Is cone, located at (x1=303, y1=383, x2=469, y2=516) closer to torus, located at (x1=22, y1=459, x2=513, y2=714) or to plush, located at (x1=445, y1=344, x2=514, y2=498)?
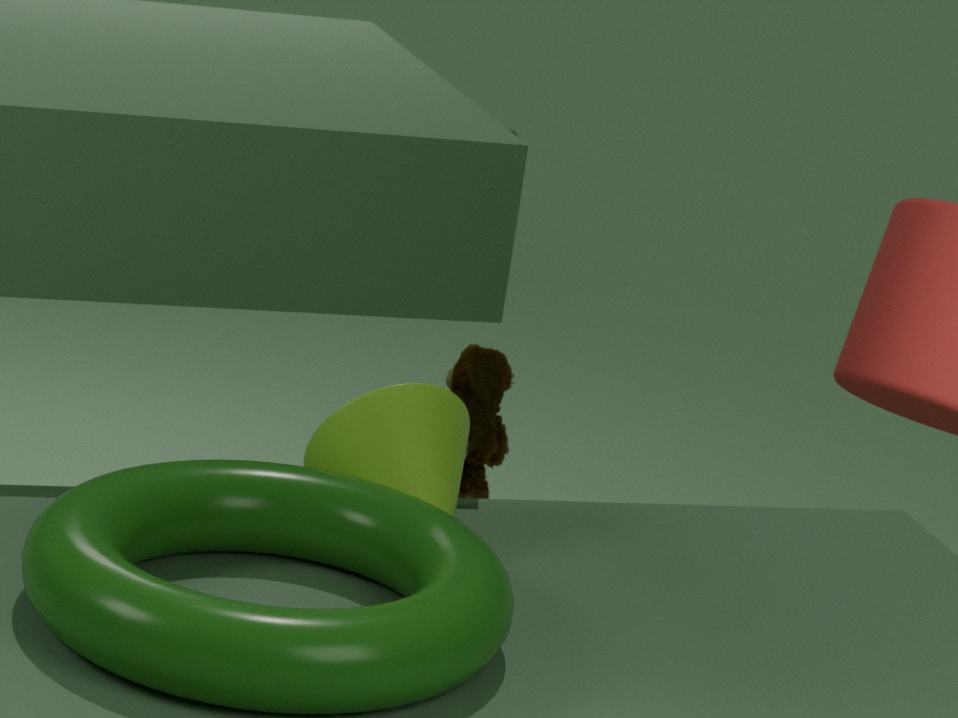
torus, located at (x1=22, y1=459, x2=513, y2=714)
